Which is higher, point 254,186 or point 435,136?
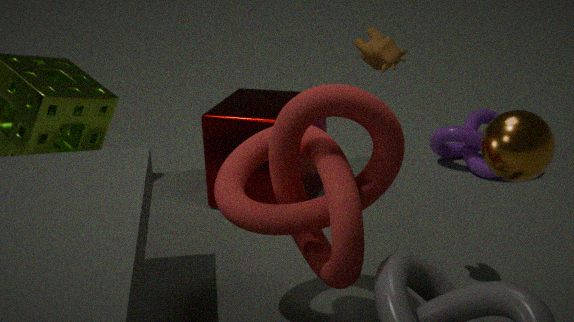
point 254,186
